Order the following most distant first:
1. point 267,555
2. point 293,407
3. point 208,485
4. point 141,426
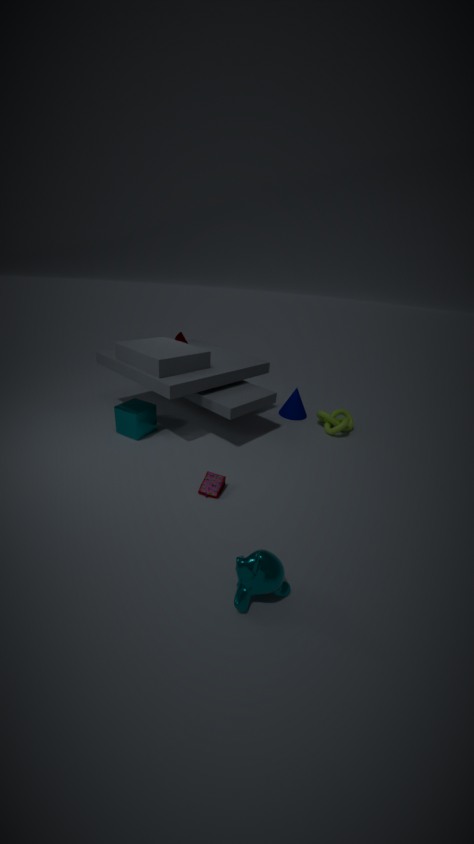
1. point 293,407
2. point 141,426
3. point 208,485
4. point 267,555
